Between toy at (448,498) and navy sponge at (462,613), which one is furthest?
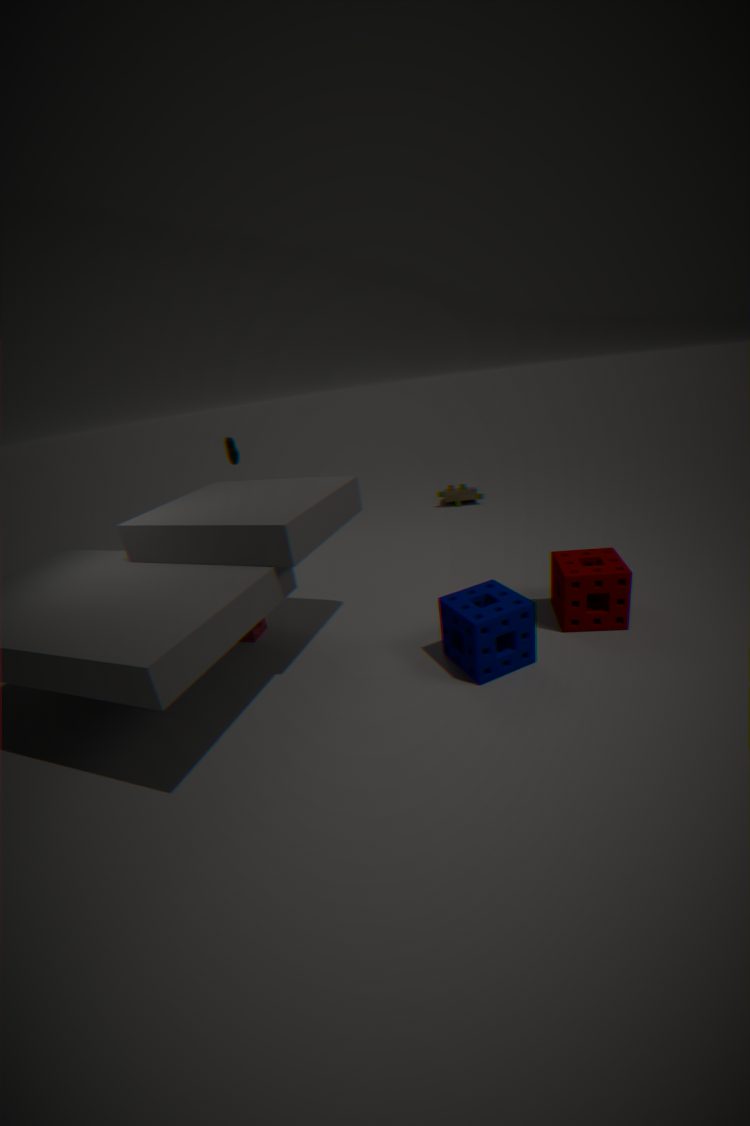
toy at (448,498)
